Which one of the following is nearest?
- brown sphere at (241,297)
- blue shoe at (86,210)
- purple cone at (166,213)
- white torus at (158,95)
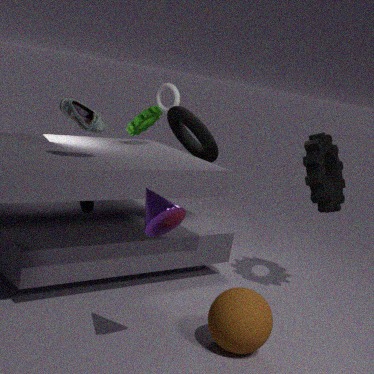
purple cone at (166,213)
